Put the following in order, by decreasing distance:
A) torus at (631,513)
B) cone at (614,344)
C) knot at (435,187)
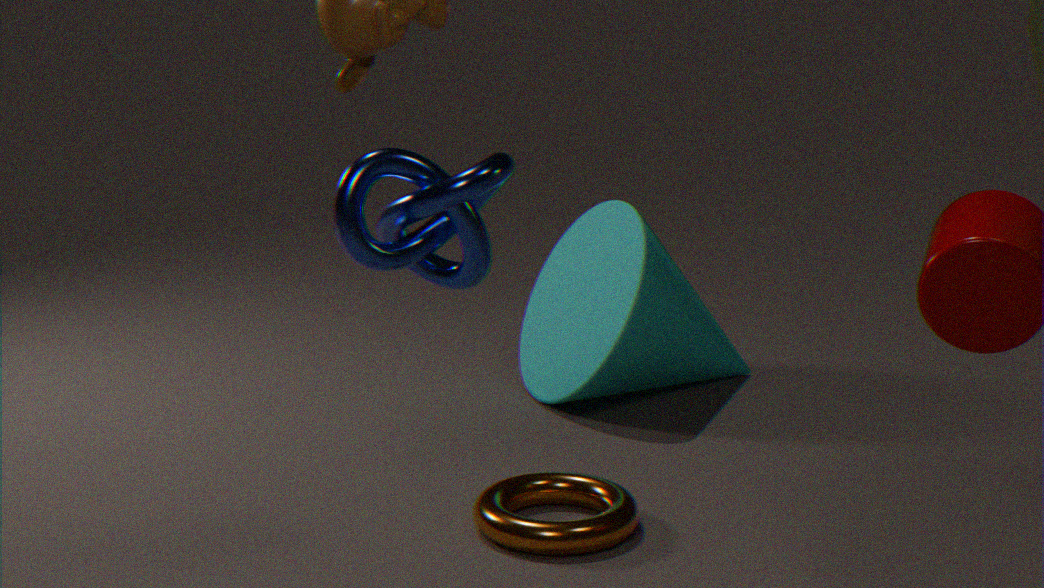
cone at (614,344), torus at (631,513), knot at (435,187)
